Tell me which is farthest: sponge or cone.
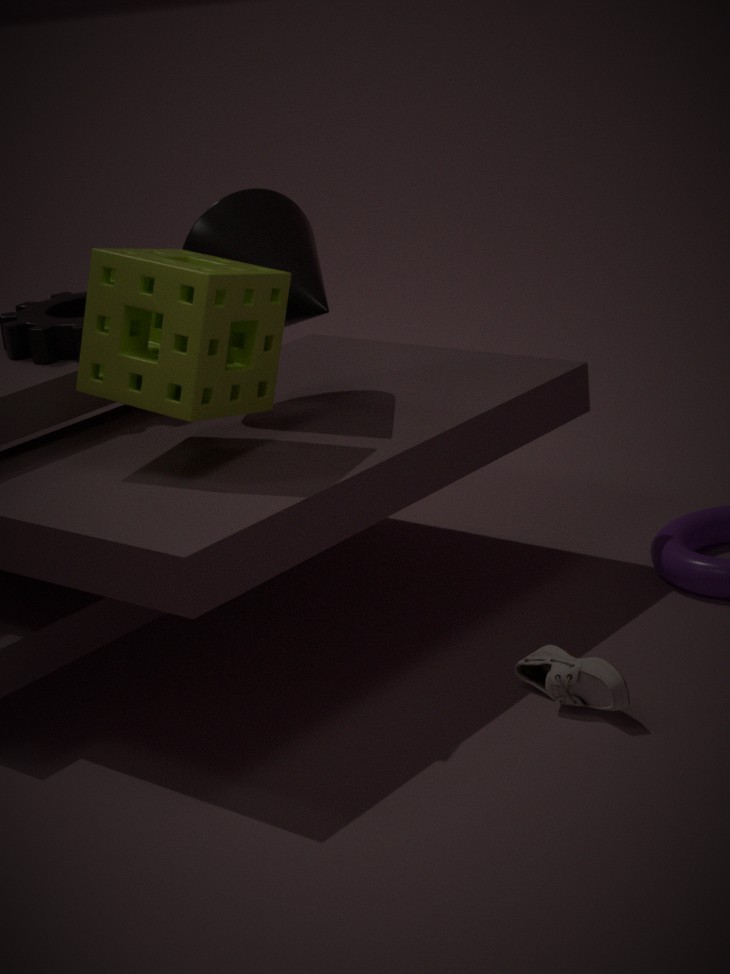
cone
